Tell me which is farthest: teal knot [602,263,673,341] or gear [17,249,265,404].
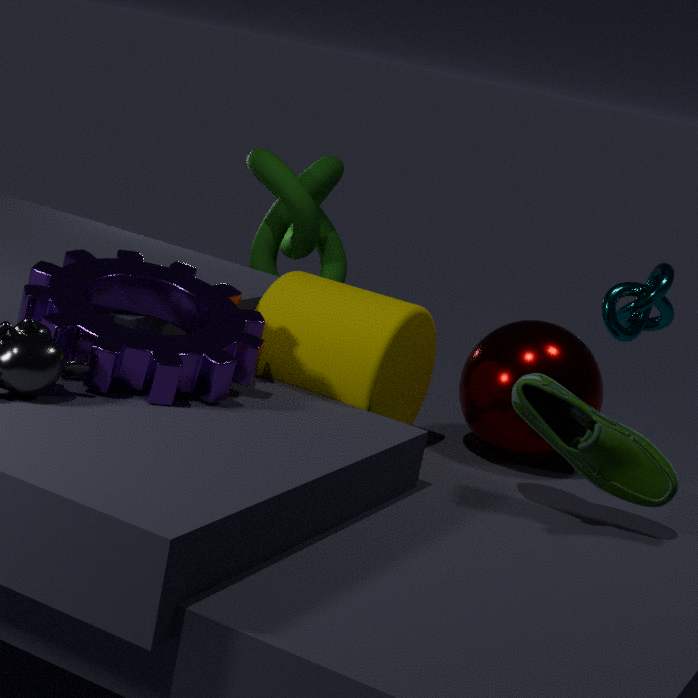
teal knot [602,263,673,341]
